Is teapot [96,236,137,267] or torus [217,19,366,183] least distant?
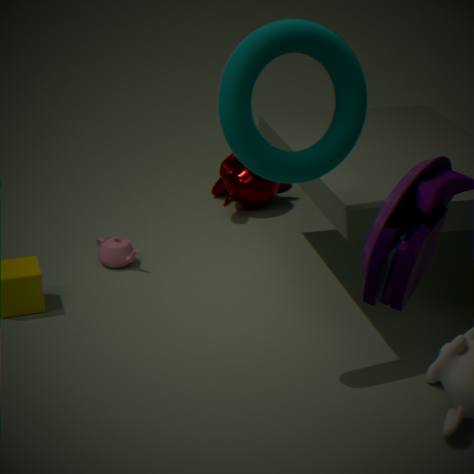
torus [217,19,366,183]
